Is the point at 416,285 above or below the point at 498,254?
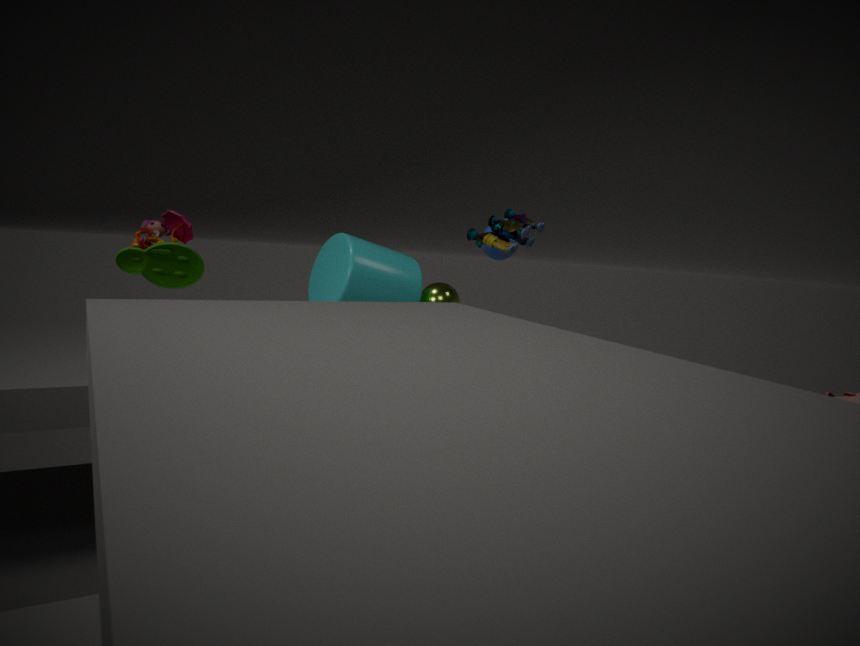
below
